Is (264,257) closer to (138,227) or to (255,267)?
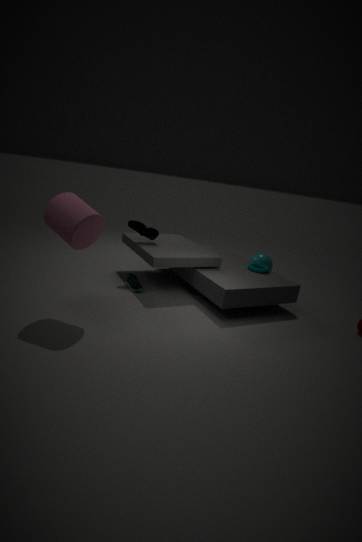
(255,267)
